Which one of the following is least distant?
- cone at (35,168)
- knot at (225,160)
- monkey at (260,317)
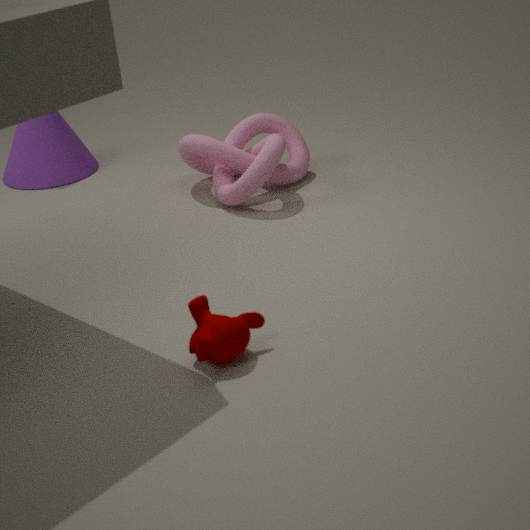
monkey at (260,317)
